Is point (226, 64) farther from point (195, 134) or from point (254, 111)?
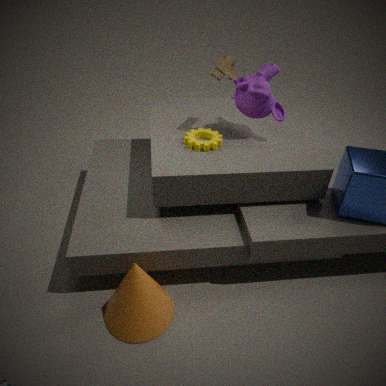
point (195, 134)
